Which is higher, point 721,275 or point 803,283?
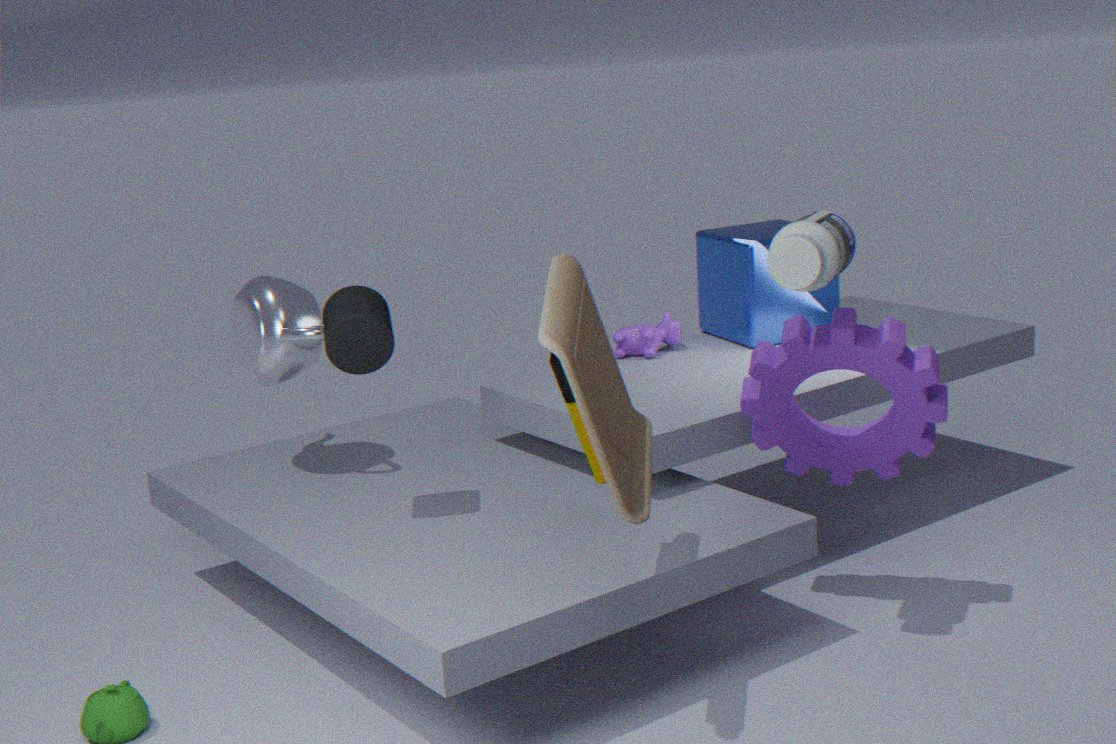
point 803,283
